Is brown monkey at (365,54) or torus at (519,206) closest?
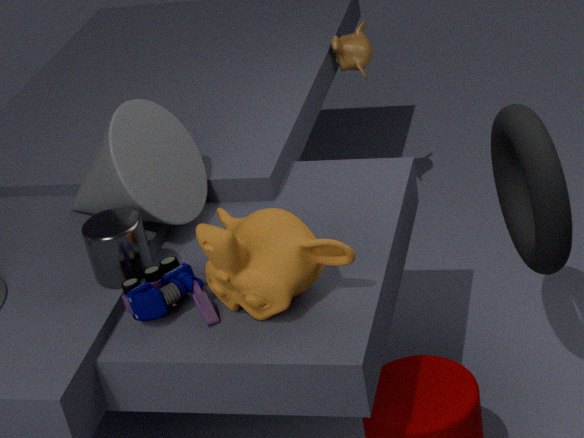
torus at (519,206)
